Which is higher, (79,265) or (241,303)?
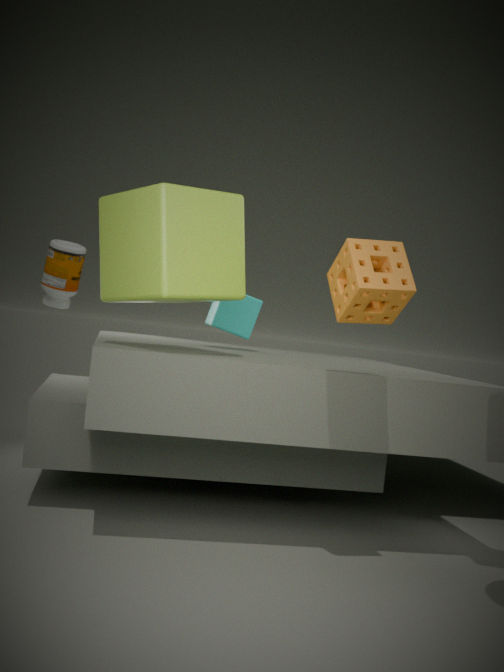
(79,265)
